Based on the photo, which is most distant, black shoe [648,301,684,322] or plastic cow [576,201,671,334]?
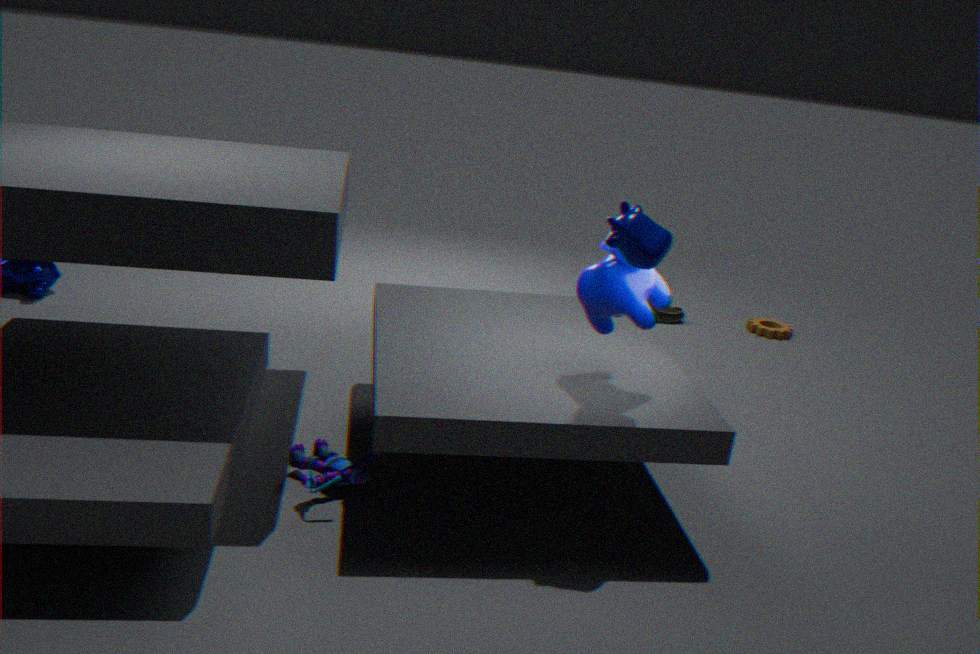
black shoe [648,301,684,322]
